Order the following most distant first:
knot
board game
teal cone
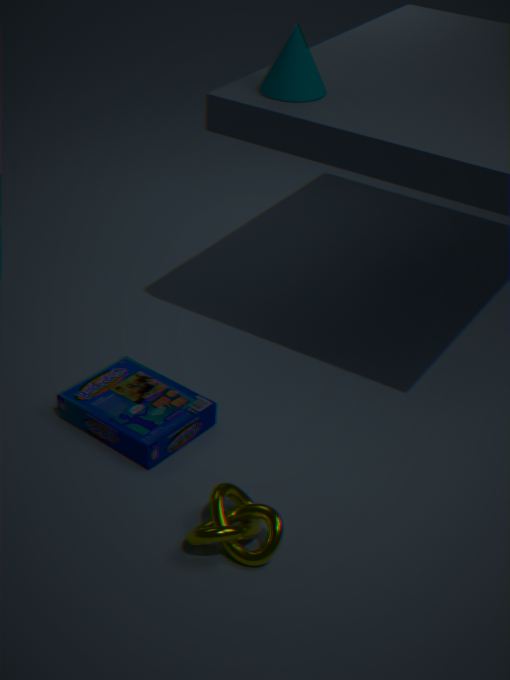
teal cone → board game → knot
